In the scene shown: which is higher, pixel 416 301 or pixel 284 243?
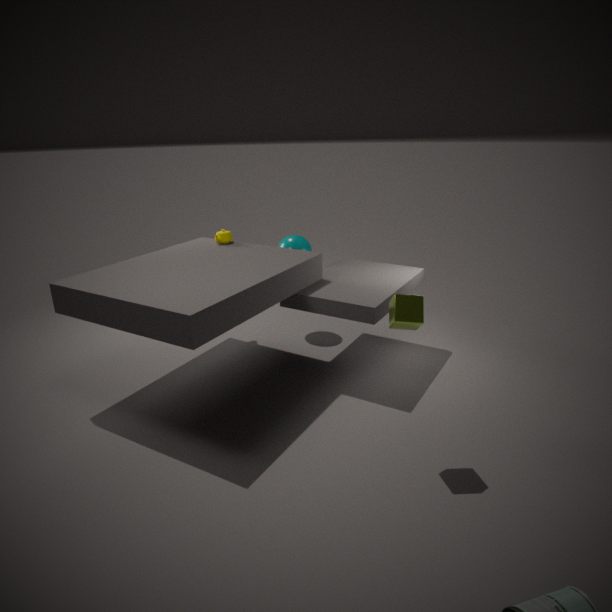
pixel 416 301
